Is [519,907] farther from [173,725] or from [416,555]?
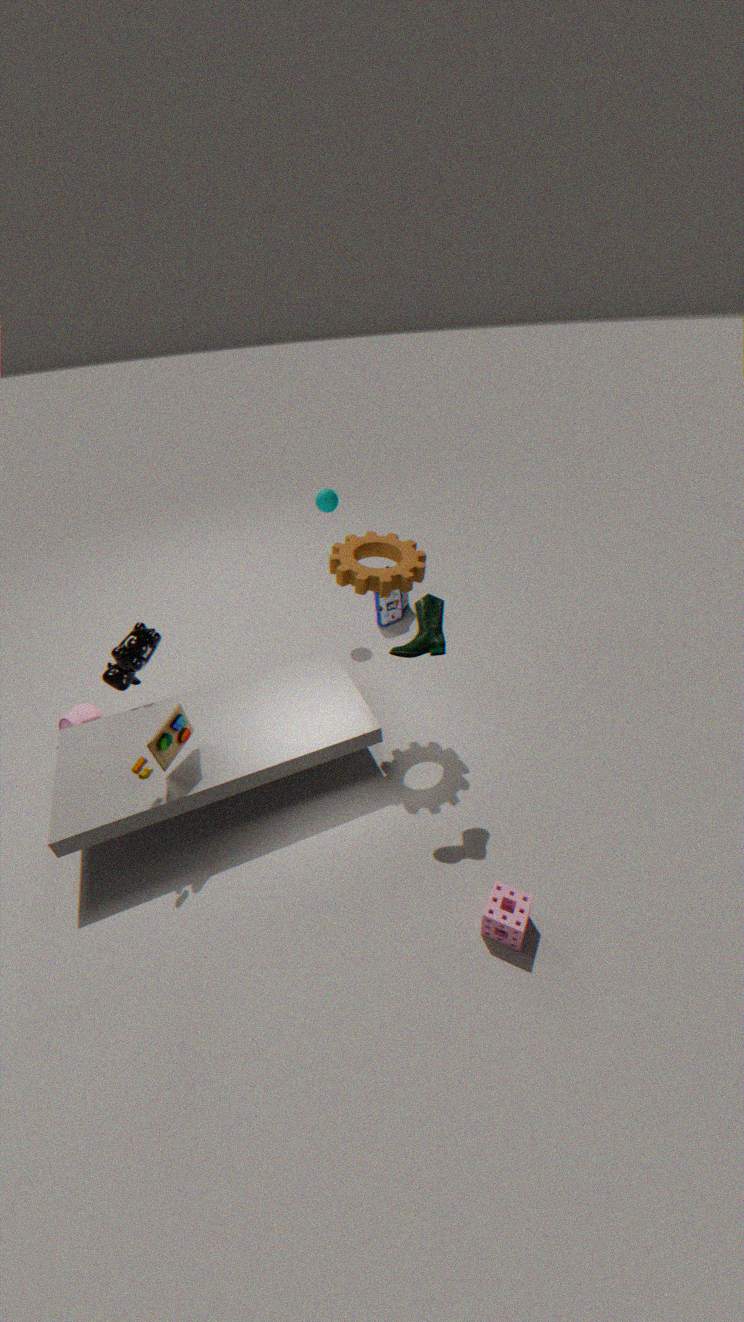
[416,555]
